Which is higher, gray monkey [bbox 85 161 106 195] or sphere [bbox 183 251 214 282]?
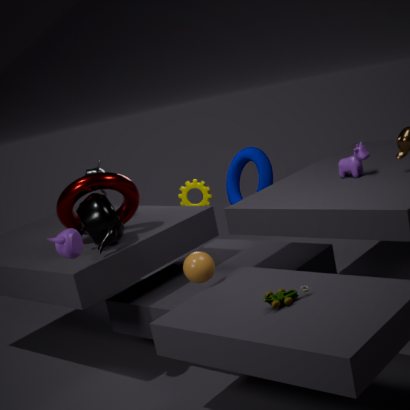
gray monkey [bbox 85 161 106 195]
